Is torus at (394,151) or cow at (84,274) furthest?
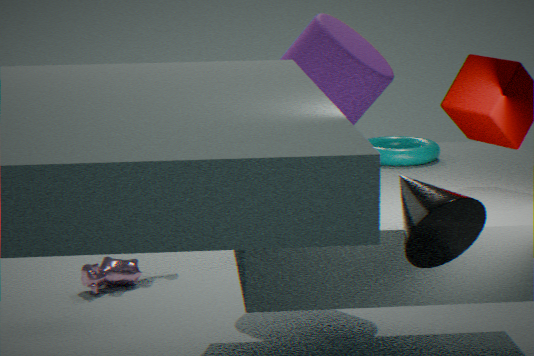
cow at (84,274)
